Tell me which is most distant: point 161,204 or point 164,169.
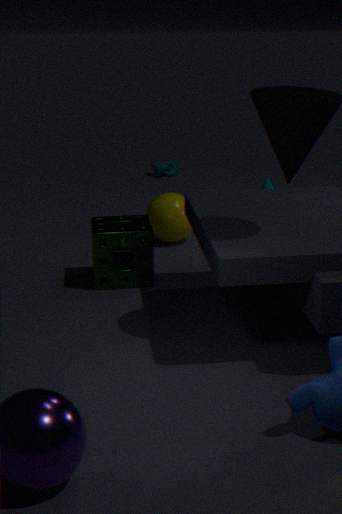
point 164,169
